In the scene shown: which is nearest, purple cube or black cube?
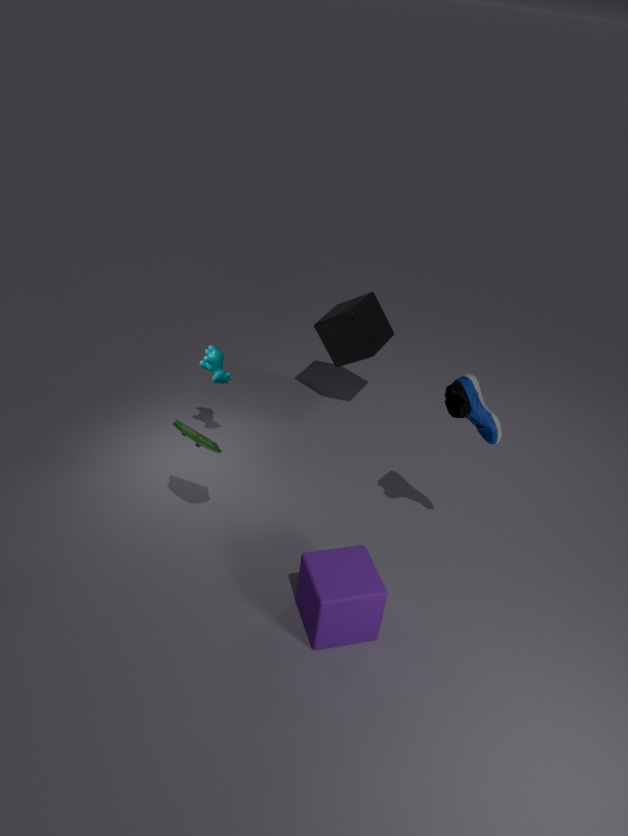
purple cube
